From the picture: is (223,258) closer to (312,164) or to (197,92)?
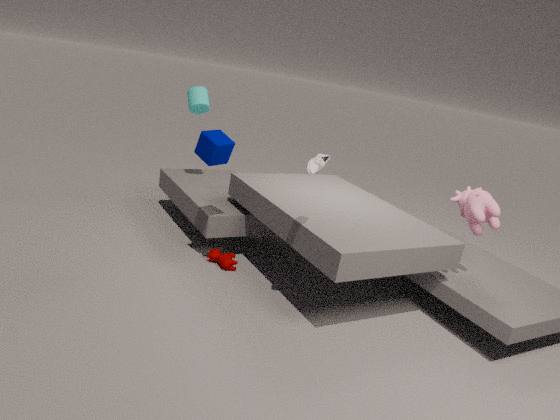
(312,164)
